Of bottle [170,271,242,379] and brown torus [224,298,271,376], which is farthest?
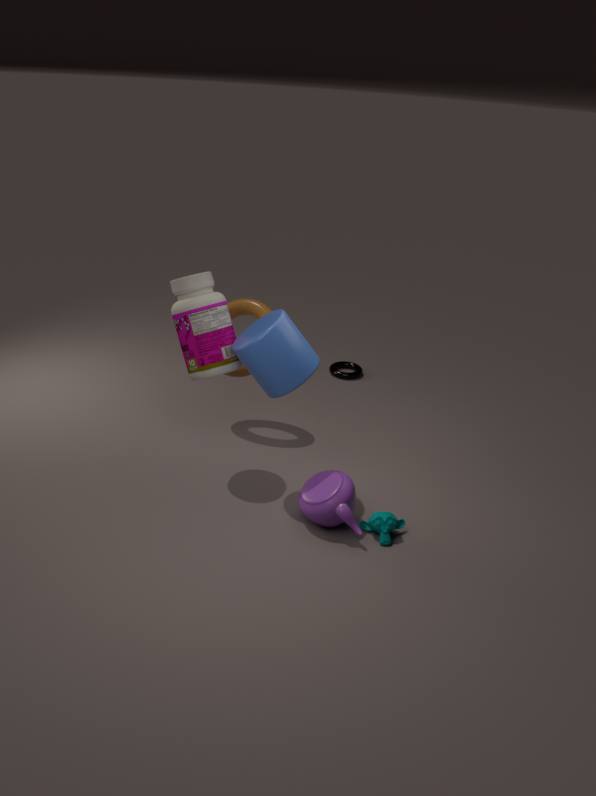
brown torus [224,298,271,376]
